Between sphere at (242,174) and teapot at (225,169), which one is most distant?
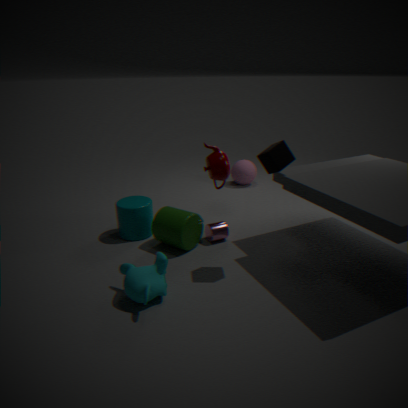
sphere at (242,174)
